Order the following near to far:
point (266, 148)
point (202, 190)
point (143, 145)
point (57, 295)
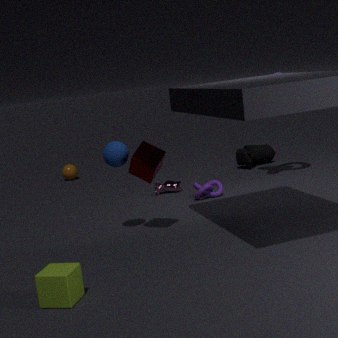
point (57, 295) → point (143, 145) → point (202, 190) → point (266, 148)
